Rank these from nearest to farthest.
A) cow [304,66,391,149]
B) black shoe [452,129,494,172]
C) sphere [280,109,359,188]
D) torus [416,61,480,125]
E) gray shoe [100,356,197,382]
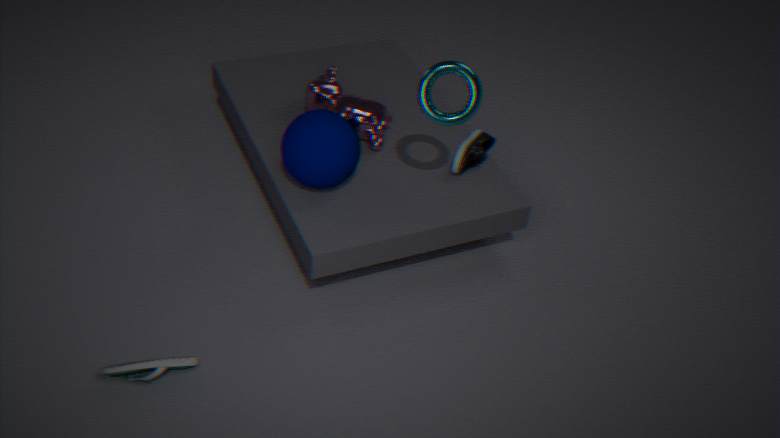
gray shoe [100,356,197,382], torus [416,61,480,125], sphere [280,109,359,188], black shoe [452,129,494,172], cow [304,66,391,149]
